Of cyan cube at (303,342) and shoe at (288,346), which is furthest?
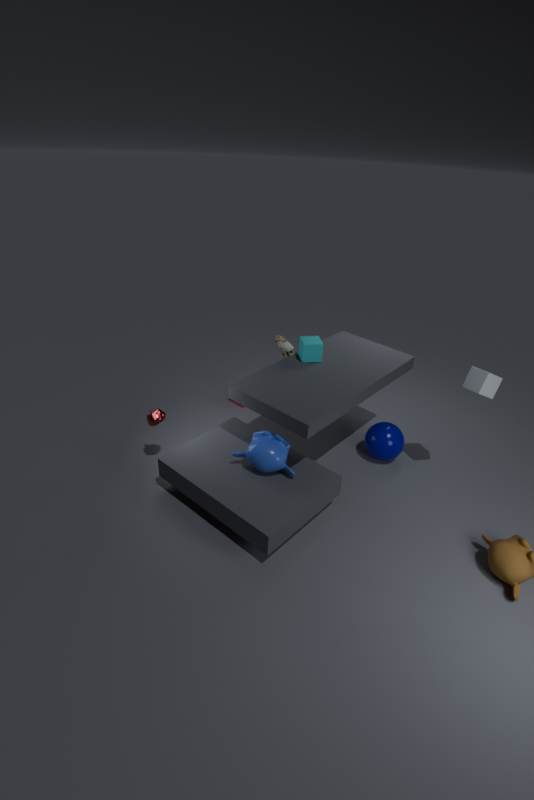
shoe at (288,346)
